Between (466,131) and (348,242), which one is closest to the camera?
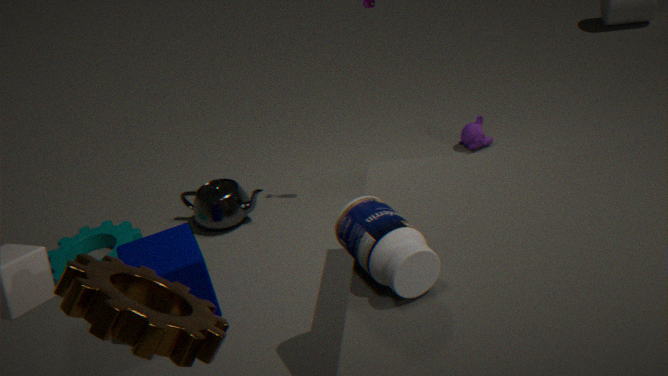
(348,242)
